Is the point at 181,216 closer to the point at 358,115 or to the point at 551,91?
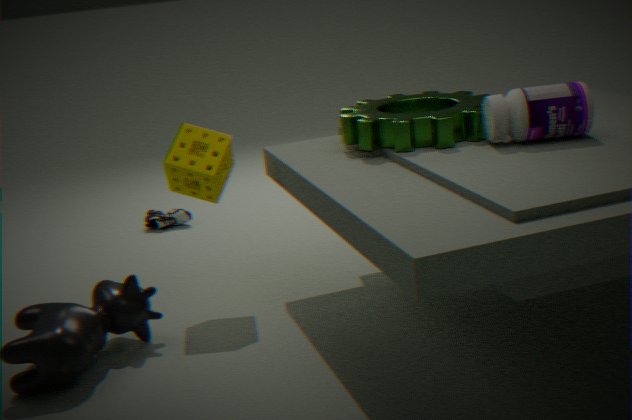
the point at 358,115
